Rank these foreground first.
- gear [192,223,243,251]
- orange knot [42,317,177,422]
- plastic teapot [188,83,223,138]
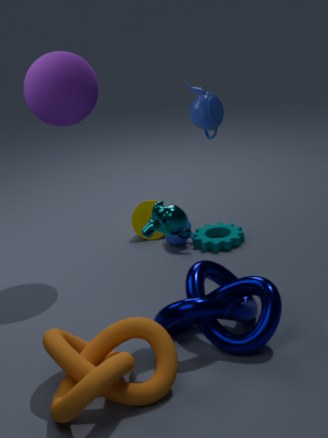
orange knot [42,317,177,422], plastic teapot [188,83,223,138], gear [192,223,243,251]
